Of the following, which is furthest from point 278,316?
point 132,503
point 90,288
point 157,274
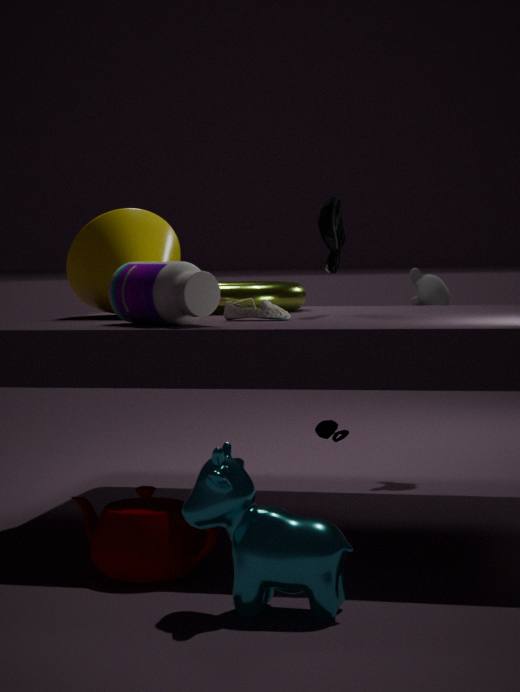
point 132,503
